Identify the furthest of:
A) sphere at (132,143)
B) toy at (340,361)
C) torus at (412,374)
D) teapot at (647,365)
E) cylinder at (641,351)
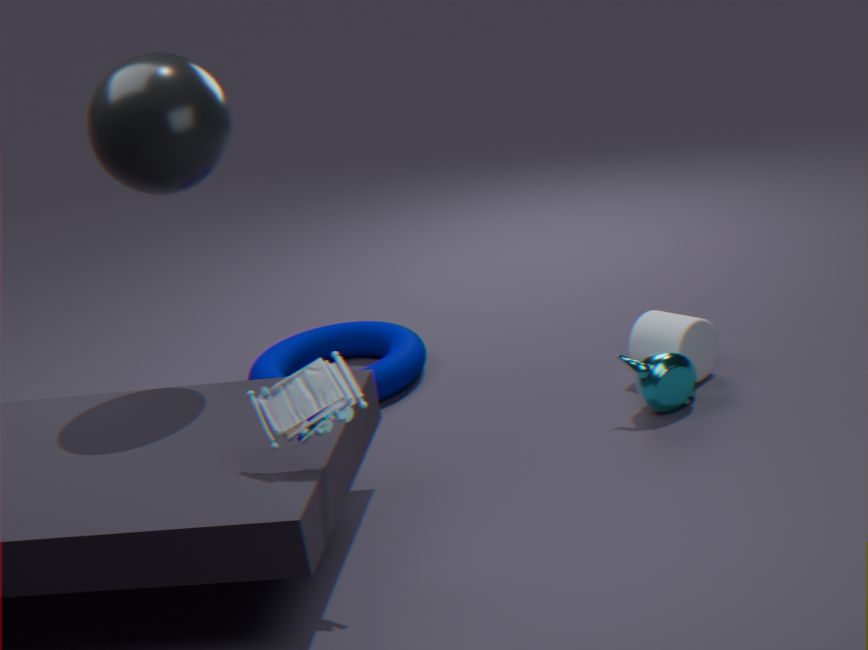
torus at (412,374)
